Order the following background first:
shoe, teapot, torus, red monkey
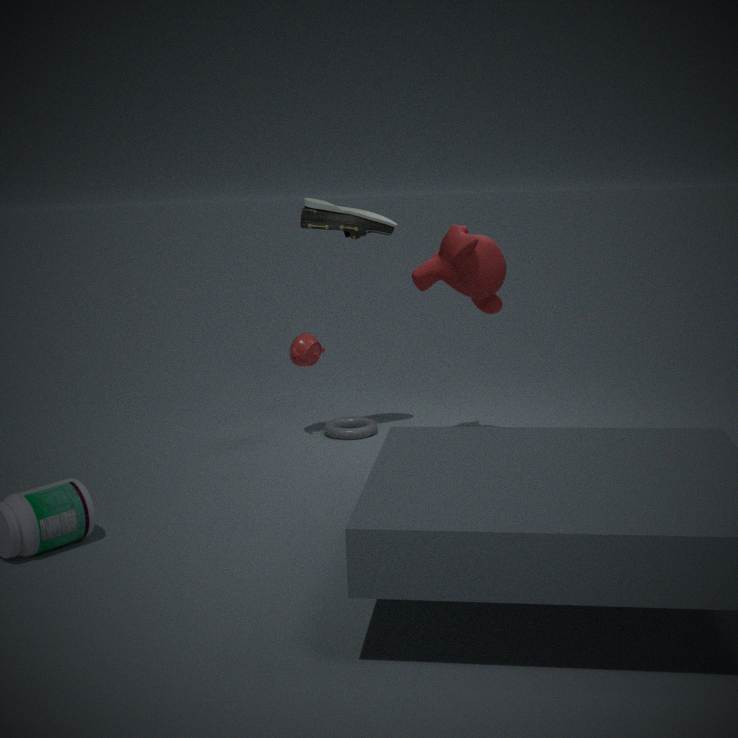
torus < teapot < shoe < red monkey
